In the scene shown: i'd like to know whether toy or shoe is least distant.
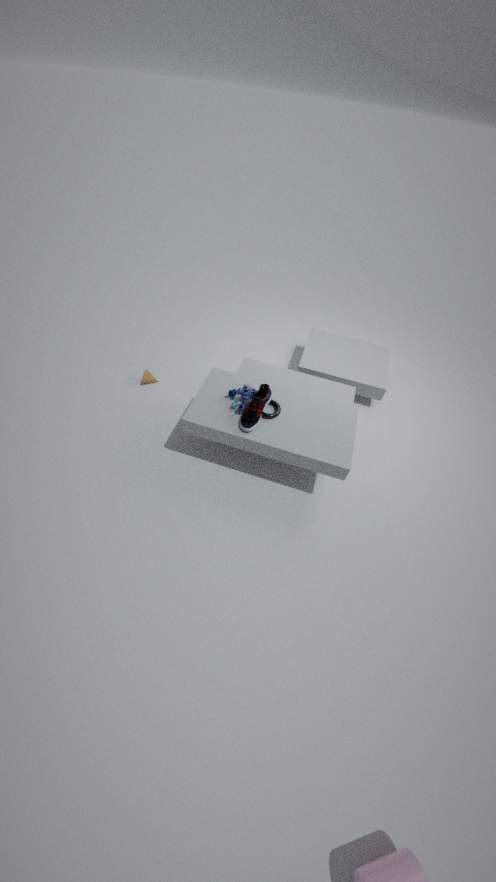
shoe
